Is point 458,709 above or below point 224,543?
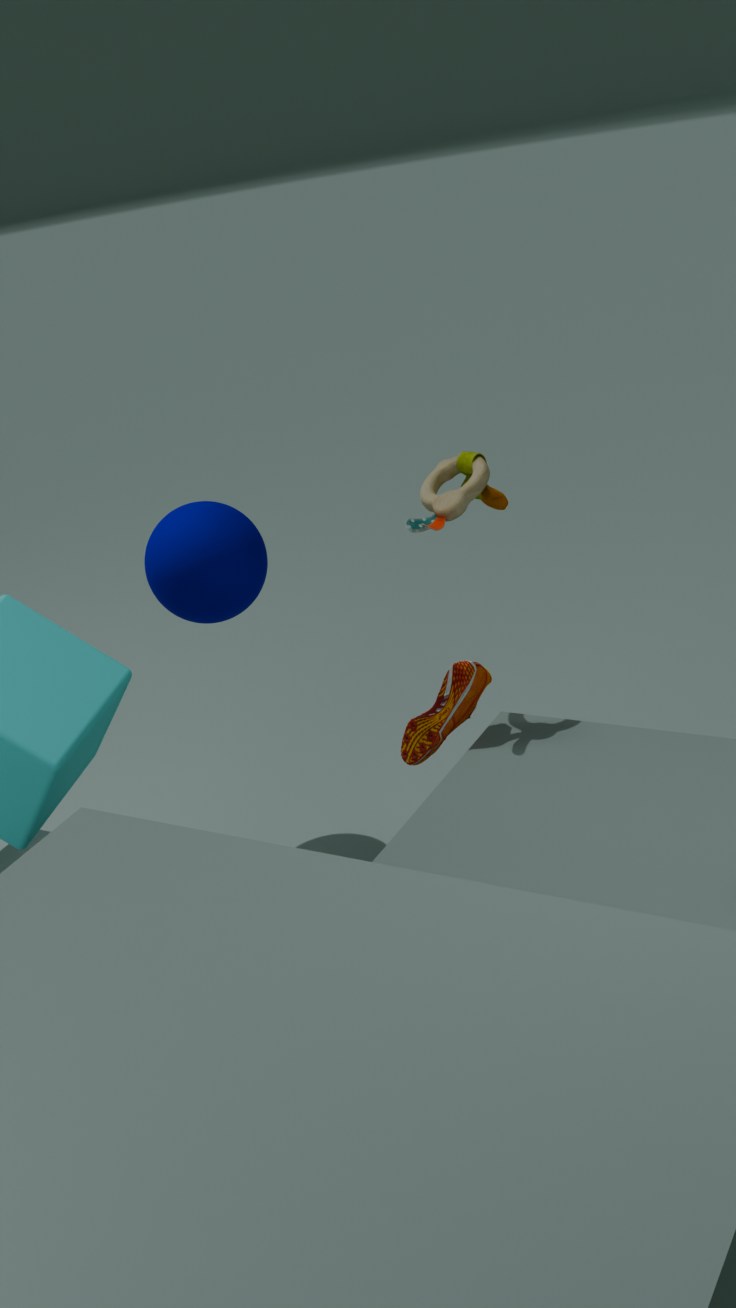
below
